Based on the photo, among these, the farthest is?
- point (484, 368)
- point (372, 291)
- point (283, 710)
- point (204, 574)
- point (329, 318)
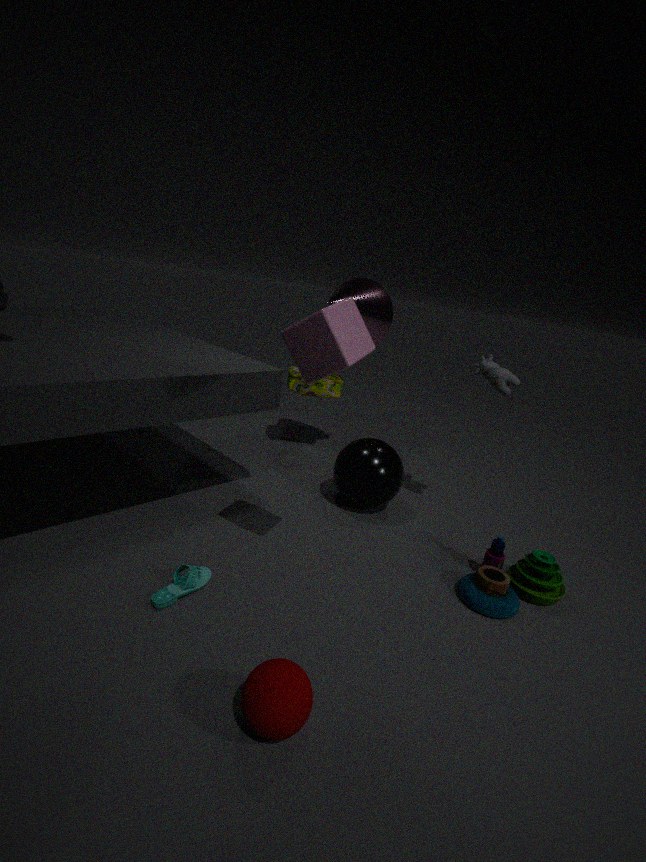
point (372, 291)
